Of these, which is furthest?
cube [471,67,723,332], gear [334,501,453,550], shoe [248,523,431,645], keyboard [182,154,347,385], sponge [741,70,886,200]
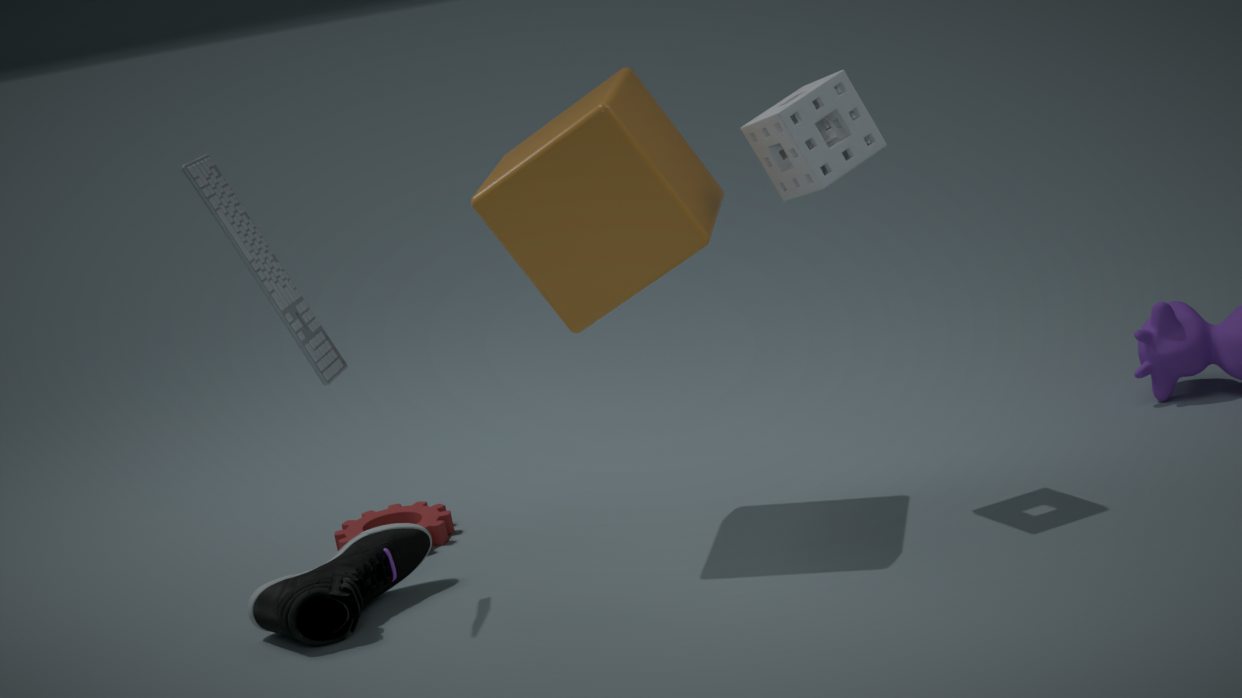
gear [334,501,453,550]
